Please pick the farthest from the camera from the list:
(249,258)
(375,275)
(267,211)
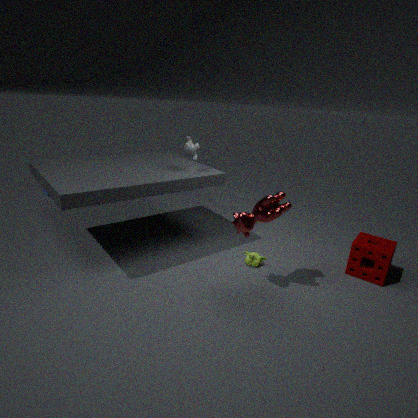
(249,258)
